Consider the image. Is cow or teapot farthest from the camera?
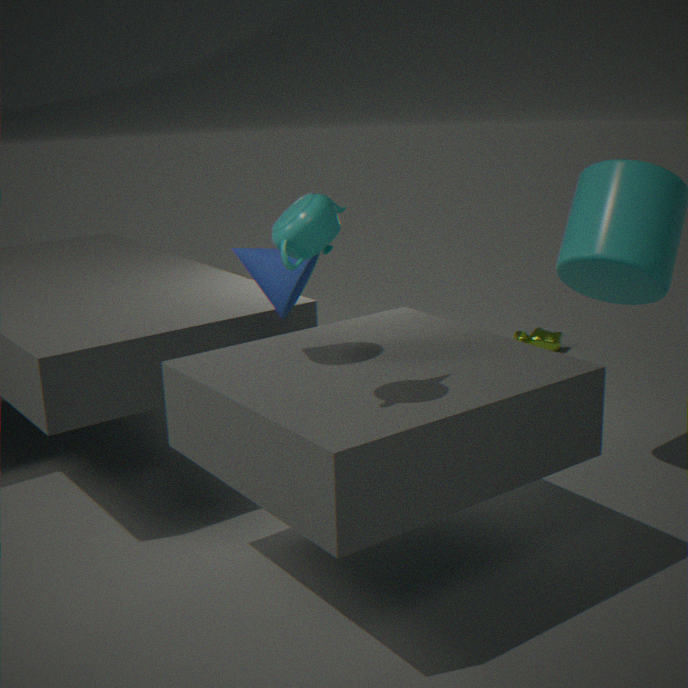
cow
